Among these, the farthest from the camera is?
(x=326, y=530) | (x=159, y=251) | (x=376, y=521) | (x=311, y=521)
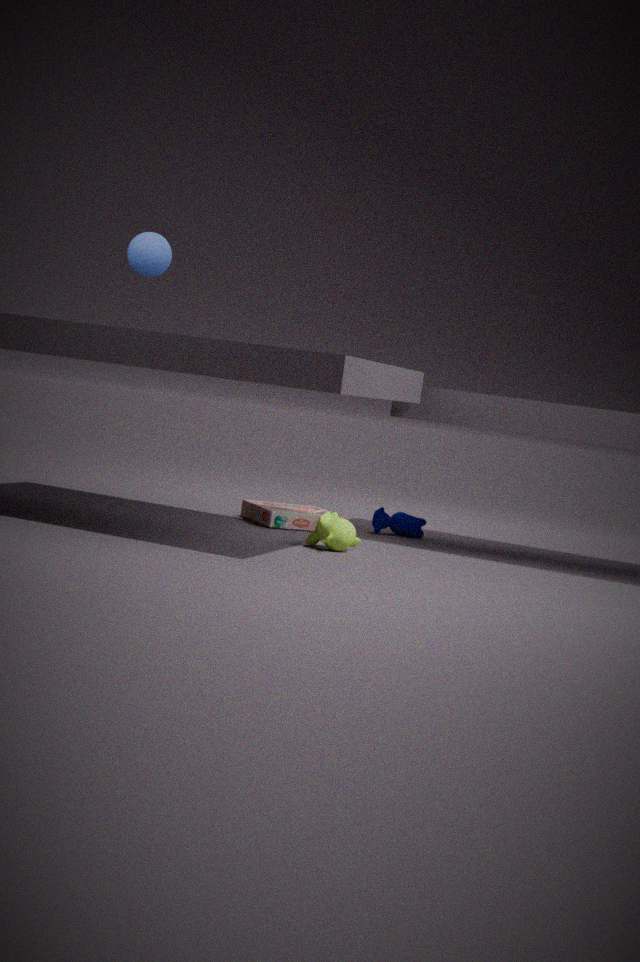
(x=376, y=521)
